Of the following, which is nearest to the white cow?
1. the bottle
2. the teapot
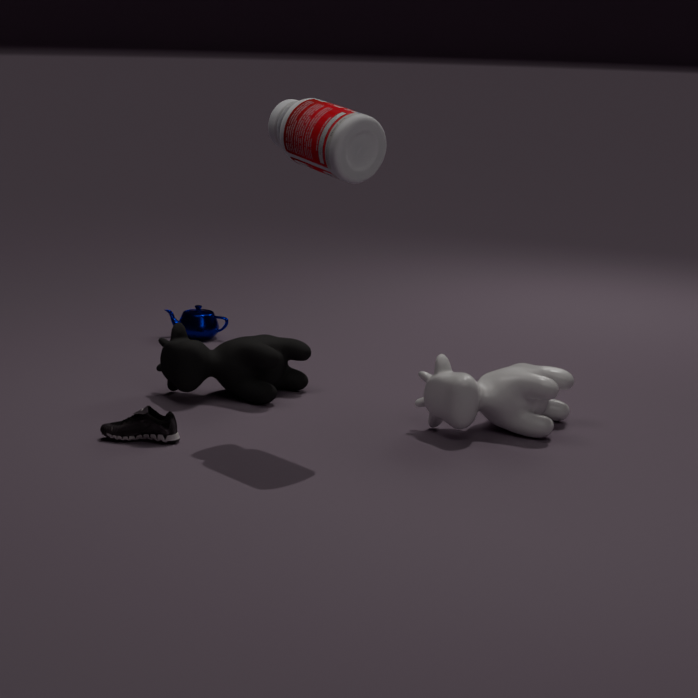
the bottle
